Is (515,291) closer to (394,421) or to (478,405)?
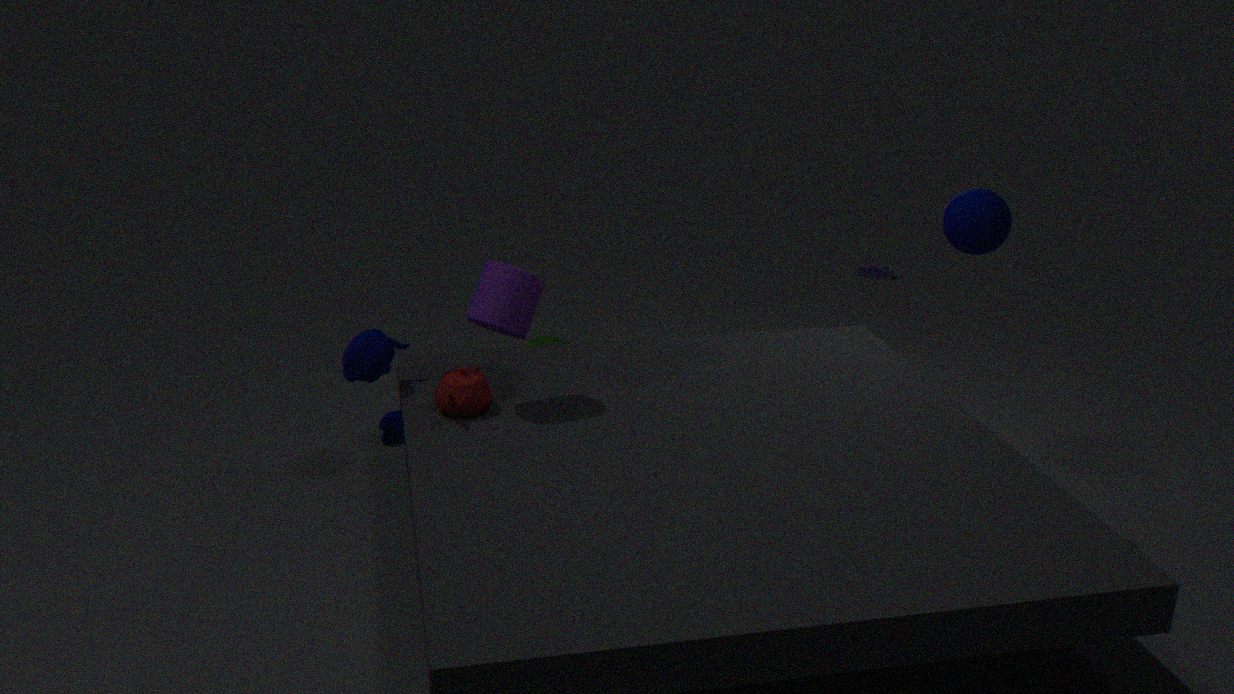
(478,405)
